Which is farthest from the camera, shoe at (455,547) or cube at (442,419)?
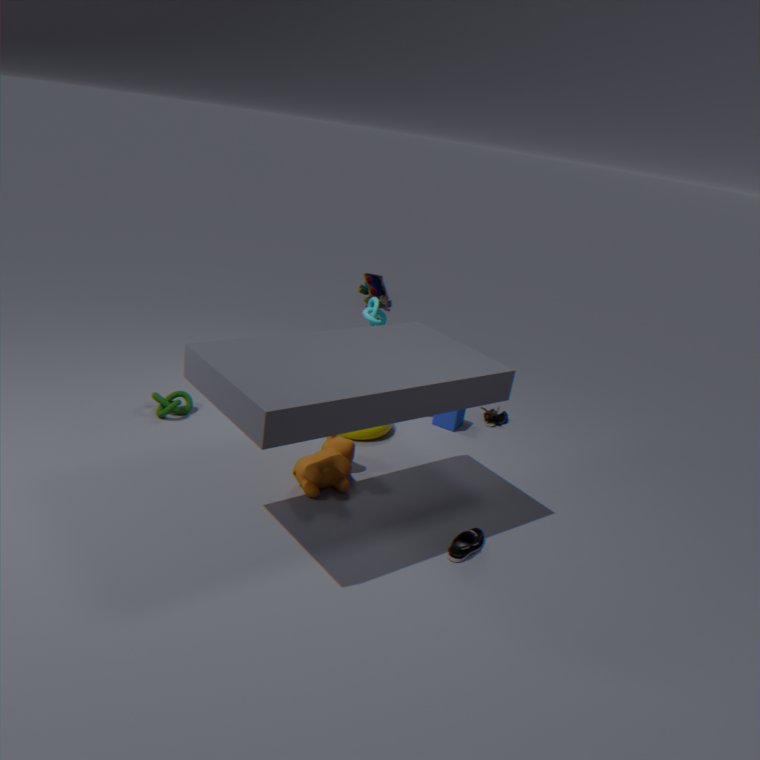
cube at (442,419)
